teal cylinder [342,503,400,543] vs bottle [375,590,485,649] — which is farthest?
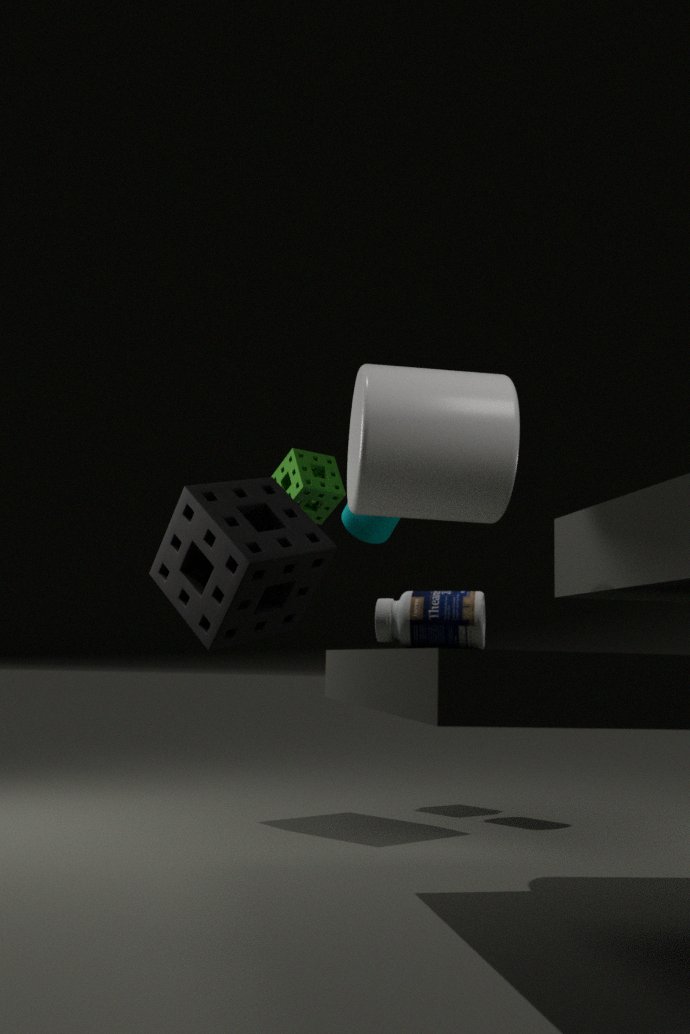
teal cylinder [342,503,400,543]
